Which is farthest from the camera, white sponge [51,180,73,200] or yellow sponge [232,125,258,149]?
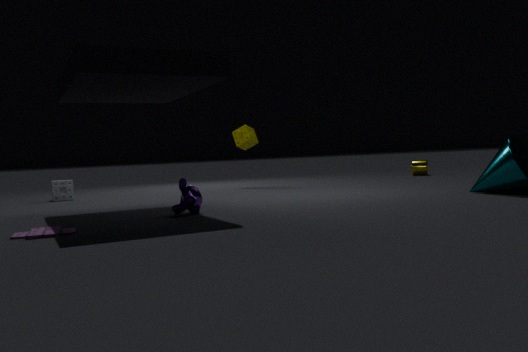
yellow sponge [232,125,258,149]
